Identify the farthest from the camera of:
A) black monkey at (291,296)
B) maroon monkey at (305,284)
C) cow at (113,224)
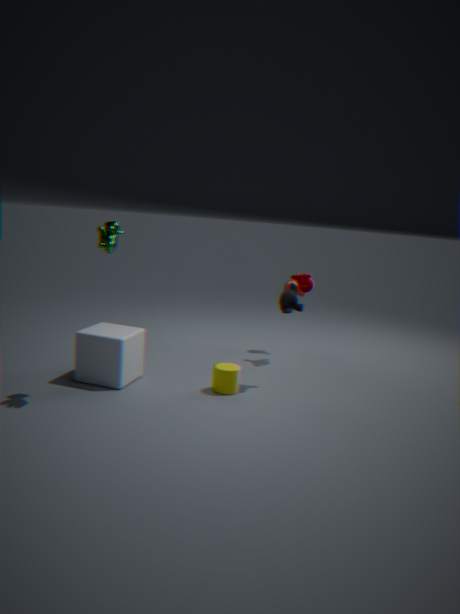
maroon monkey at (305,284)
